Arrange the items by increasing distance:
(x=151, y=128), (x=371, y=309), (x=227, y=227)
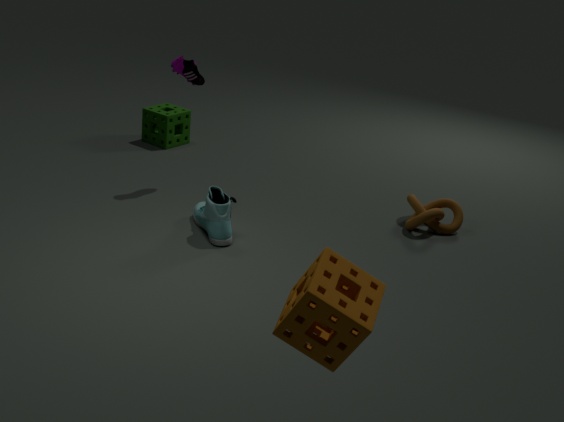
(x=371, y=309), (x=227, y=227), (x=151, y=128)
